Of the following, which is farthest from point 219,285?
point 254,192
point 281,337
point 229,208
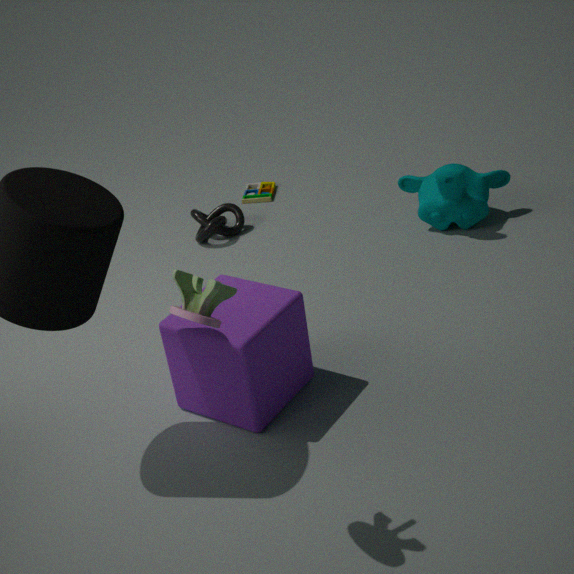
point 254,192
